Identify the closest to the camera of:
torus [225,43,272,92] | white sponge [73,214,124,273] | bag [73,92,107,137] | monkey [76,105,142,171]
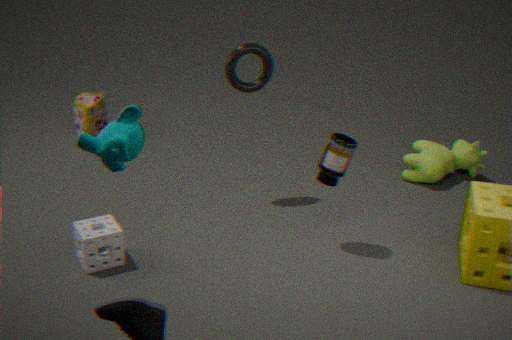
monkey [76,105,142,171]
